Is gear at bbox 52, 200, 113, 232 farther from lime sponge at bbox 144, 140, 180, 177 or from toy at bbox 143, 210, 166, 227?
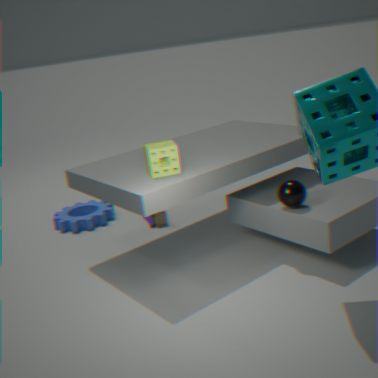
lime sponge at bbox 144, 140, 180, 177
